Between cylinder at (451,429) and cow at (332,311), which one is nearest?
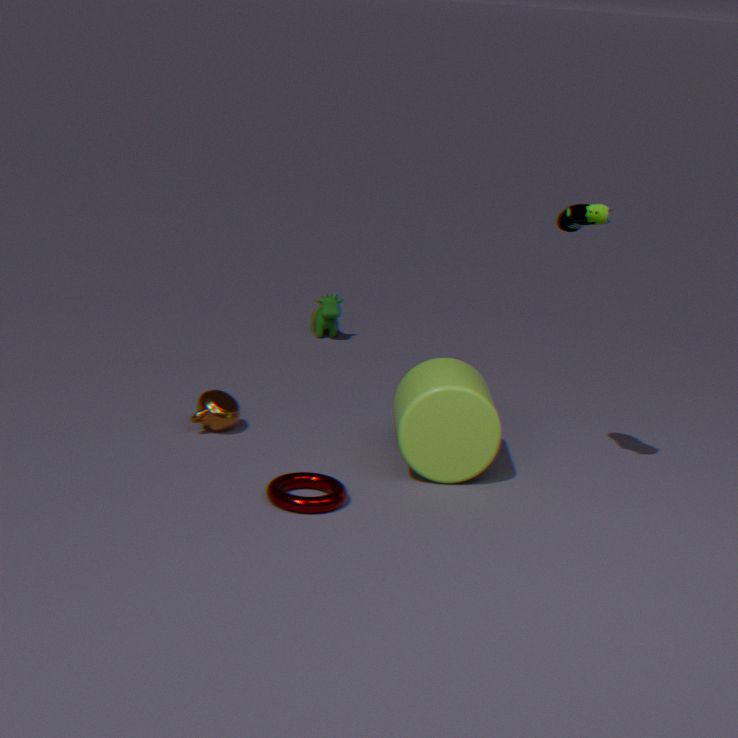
cylinder at (451,429)
